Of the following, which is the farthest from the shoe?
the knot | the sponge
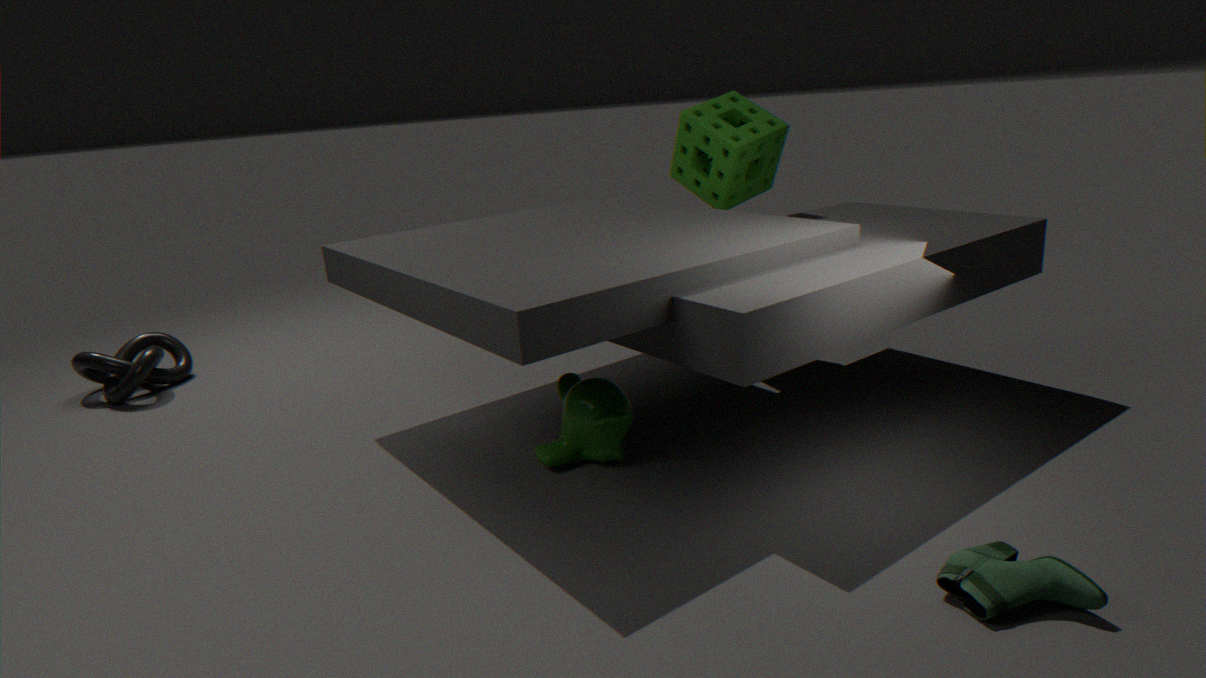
the knot
